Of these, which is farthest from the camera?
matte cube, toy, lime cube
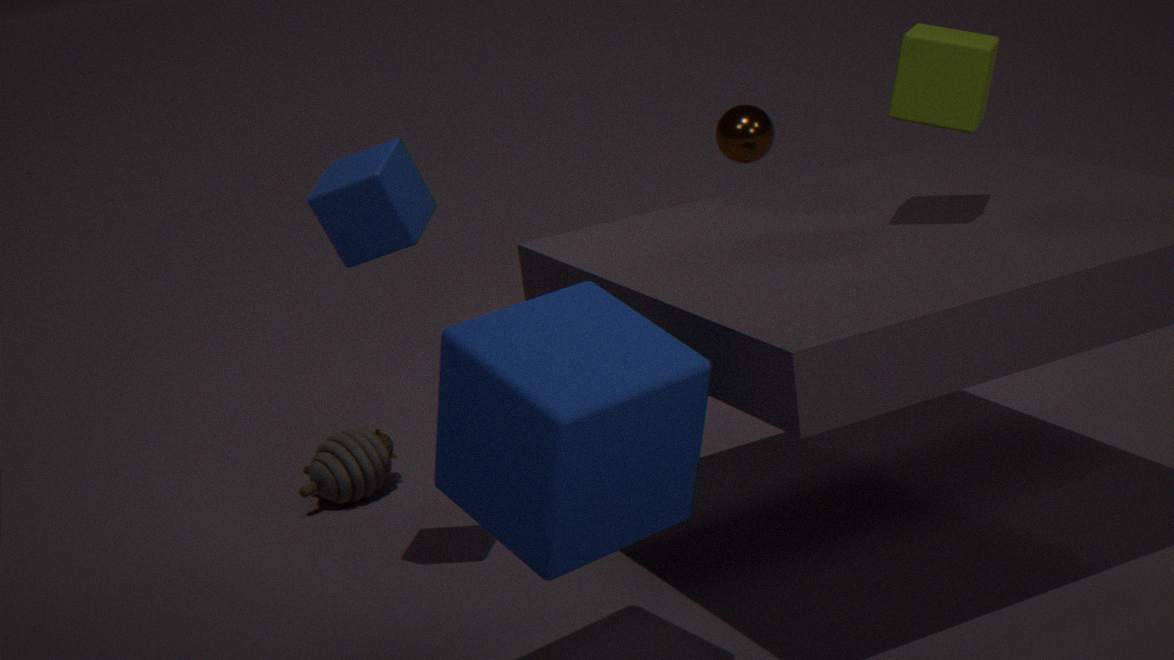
toy
